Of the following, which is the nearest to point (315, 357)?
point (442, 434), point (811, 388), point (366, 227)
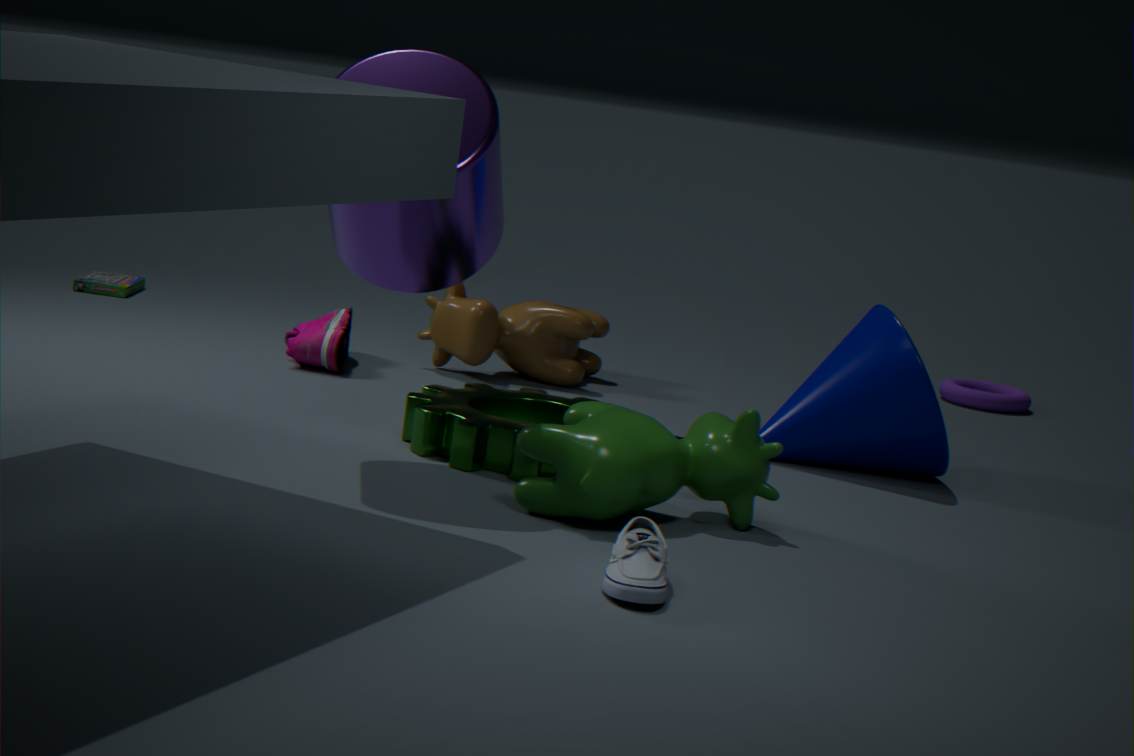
point (442, 434)
